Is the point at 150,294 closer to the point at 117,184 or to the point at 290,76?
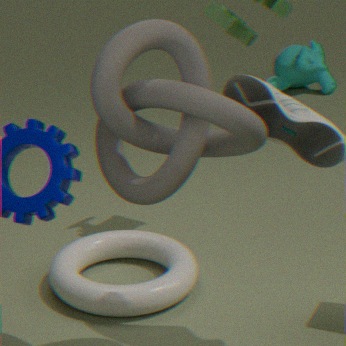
the point at 117,184
